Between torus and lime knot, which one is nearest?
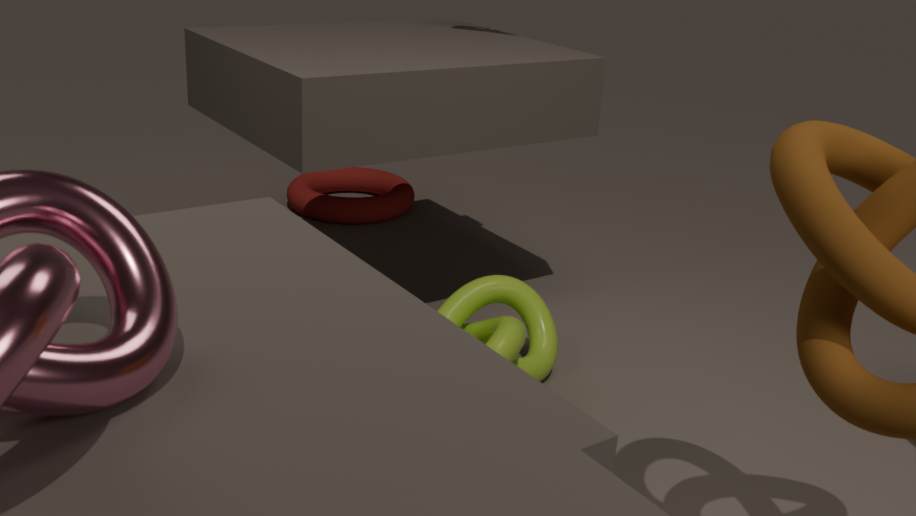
lime knot
